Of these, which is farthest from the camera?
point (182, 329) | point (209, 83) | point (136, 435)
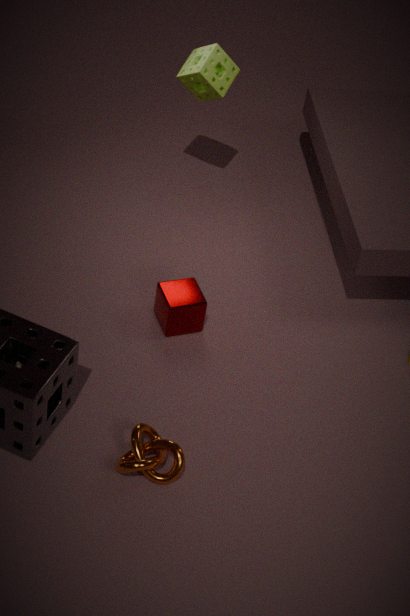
point (209, 83)
